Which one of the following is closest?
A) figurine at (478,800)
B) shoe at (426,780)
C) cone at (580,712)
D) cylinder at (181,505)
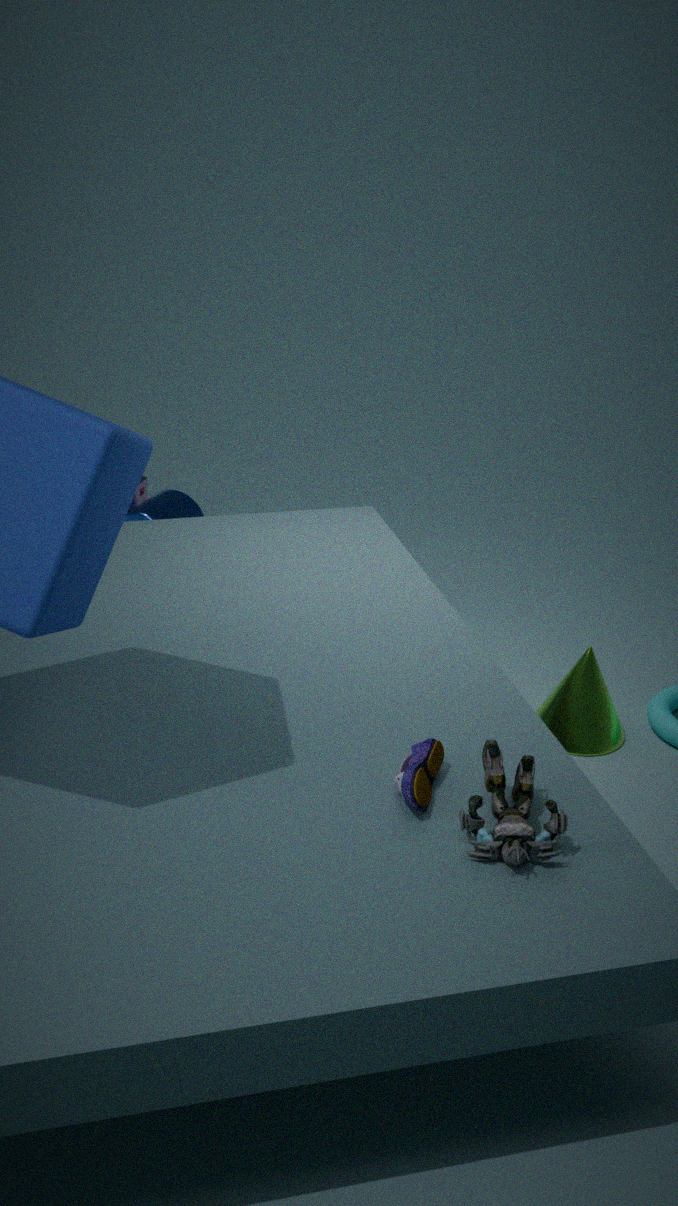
figurine at (478,800)
